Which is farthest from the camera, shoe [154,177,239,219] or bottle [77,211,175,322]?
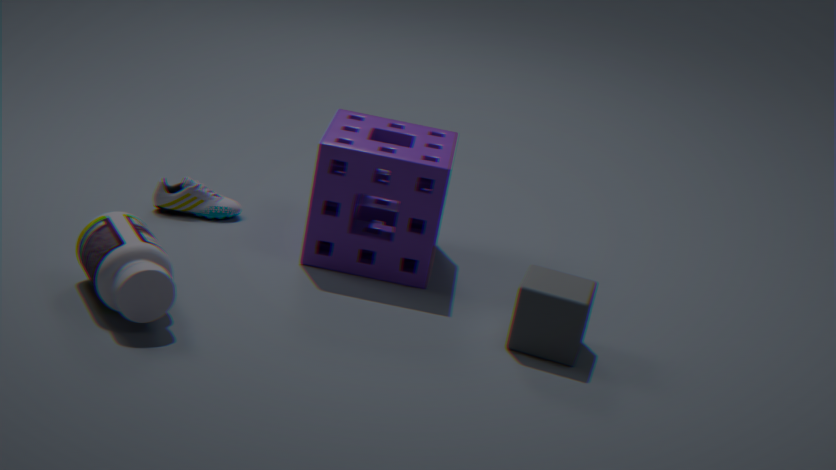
shoe [154,177,239,219]
